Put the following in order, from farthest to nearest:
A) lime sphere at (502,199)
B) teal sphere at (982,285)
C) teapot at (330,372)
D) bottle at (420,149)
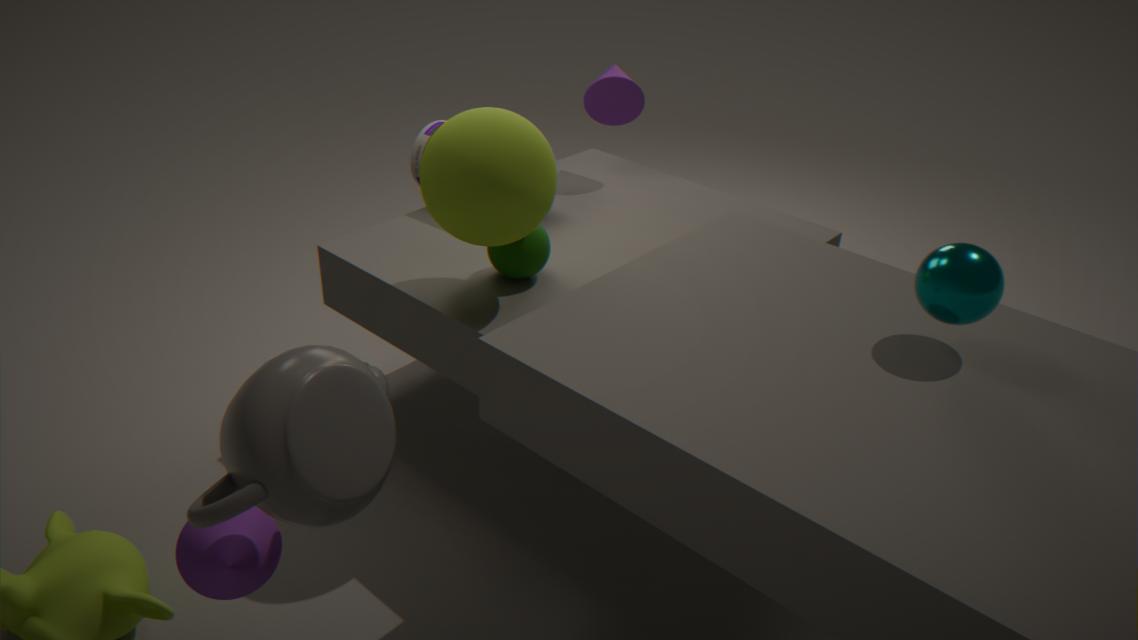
bottle at (420,149), lime sphere at (502,199), teal sphere at (982,285), teapot at (330,372)
